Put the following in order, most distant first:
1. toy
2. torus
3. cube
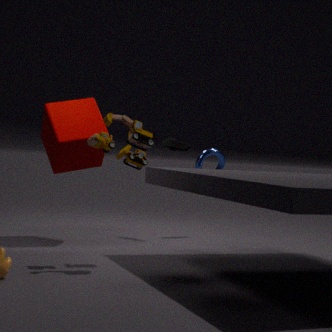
torus, cube, toy
